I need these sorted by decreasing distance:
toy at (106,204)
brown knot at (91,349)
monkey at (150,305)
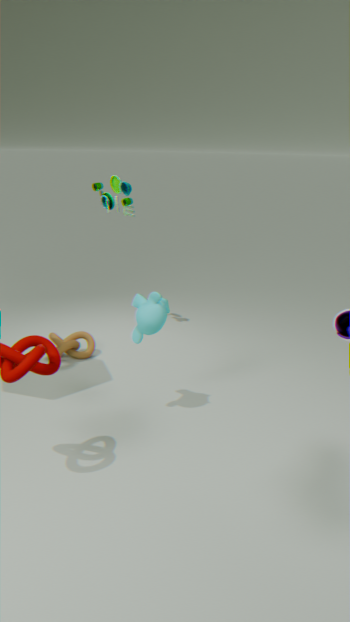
1. toy at (106,204)
2. brown knot at (91,349)
3. monkey at (150,305)
